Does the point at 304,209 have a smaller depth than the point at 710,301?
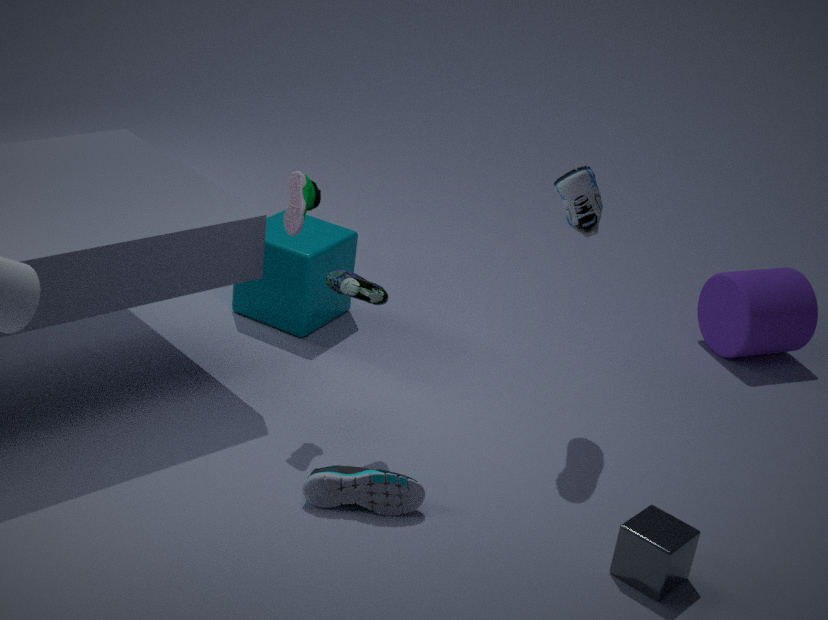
Yes
